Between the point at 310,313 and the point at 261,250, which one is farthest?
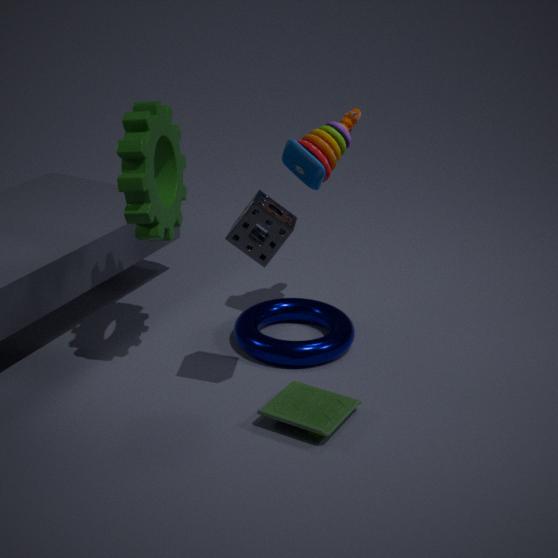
the point at 310,313
